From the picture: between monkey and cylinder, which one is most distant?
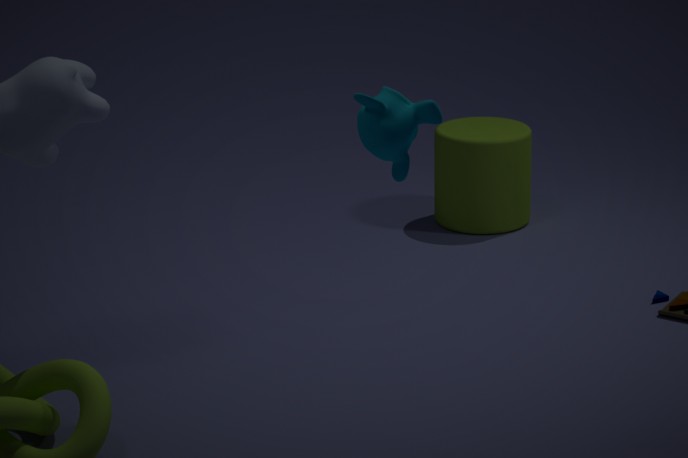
cylinder
